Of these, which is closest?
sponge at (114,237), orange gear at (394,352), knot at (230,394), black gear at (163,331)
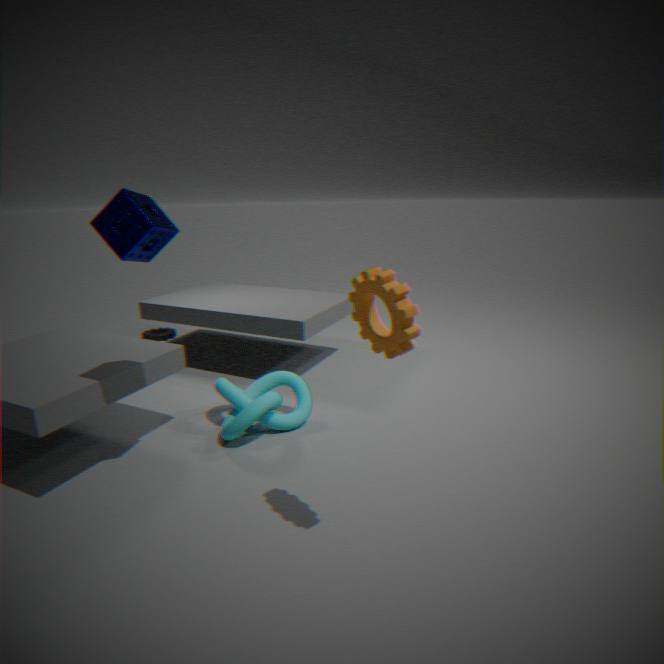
orange gear at (394,352)
